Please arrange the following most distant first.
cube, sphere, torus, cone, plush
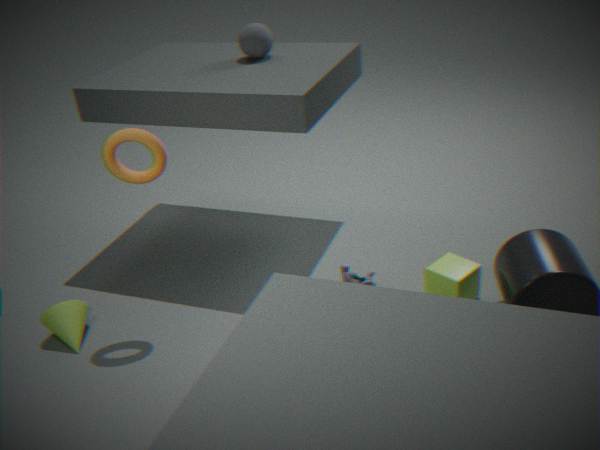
sphere, plush, cone, cube, torus
